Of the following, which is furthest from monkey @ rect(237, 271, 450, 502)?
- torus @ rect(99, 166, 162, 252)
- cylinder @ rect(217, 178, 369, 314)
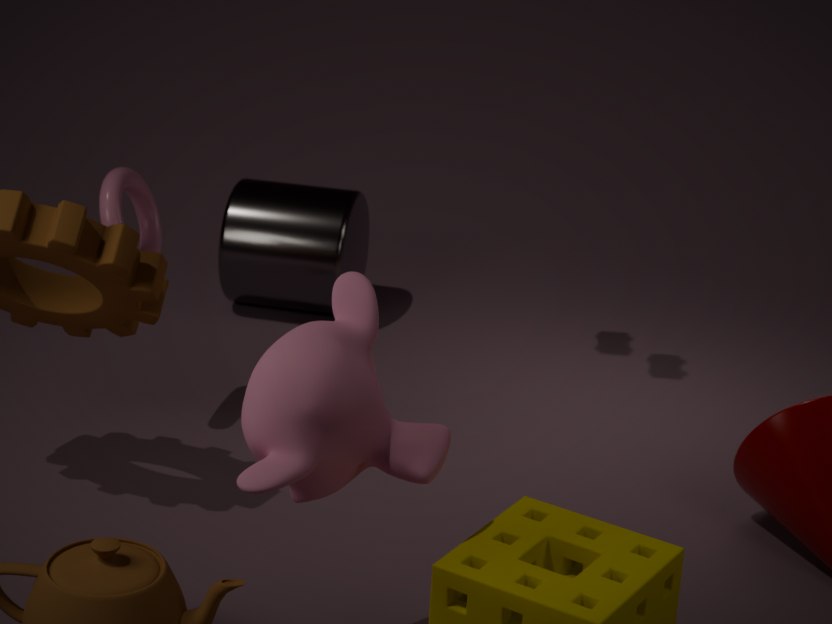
cylinder @ rect(217, 178, 369, 314)
